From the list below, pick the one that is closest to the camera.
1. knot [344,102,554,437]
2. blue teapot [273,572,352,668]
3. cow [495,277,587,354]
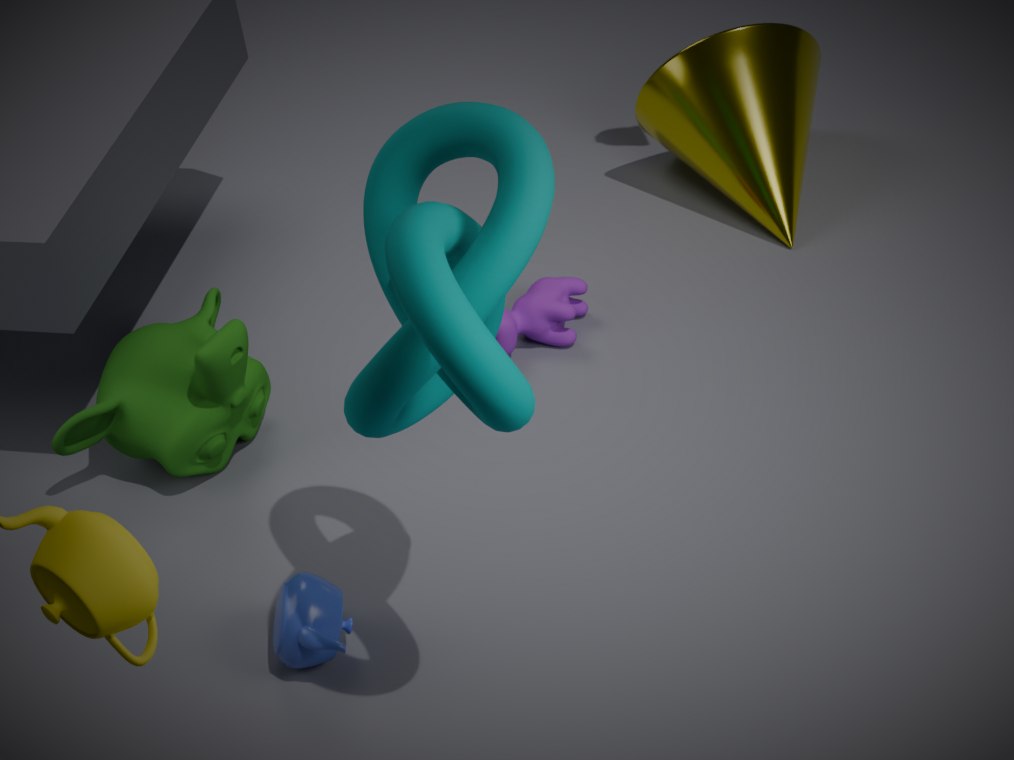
knot [344,102,554,437]
